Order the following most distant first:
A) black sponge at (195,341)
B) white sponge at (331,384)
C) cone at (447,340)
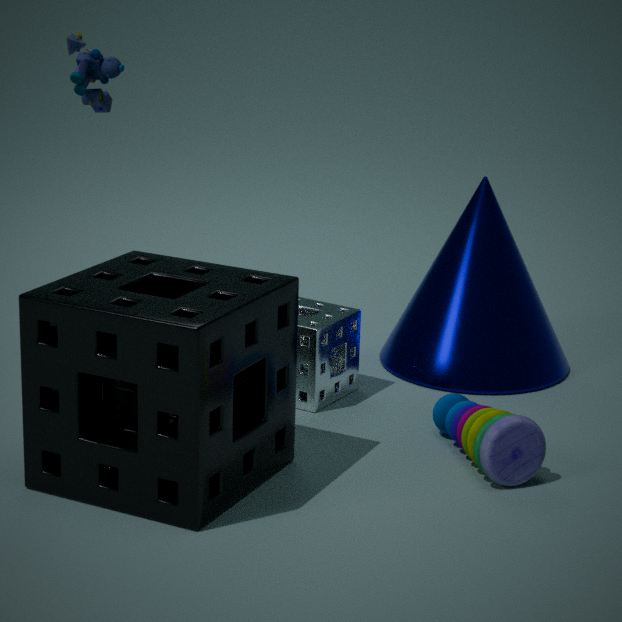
cone at (447,340), white sponge at (331,384), black sponge at (195,341)
